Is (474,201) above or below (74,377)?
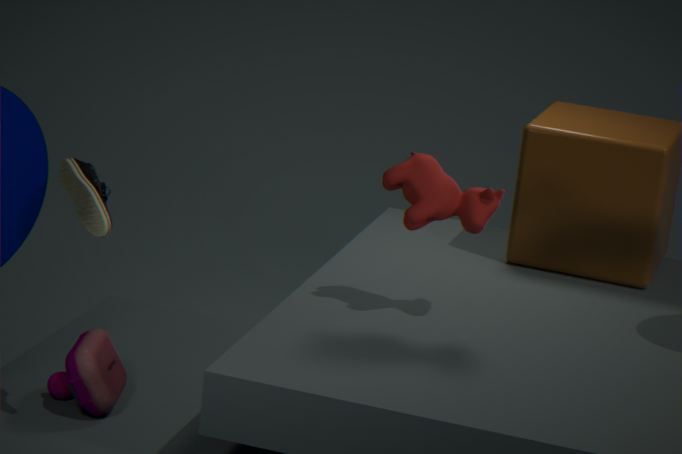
above
